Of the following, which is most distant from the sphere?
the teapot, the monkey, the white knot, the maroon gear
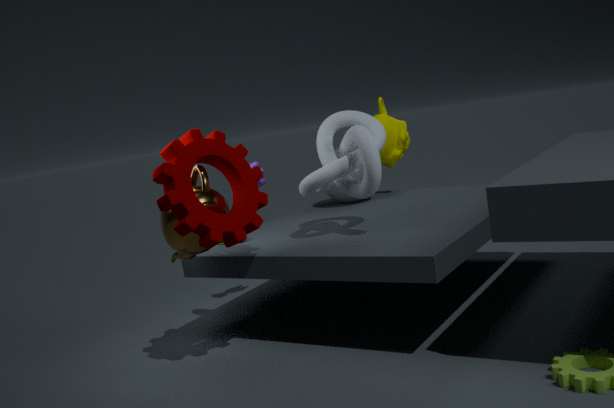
the teapot
